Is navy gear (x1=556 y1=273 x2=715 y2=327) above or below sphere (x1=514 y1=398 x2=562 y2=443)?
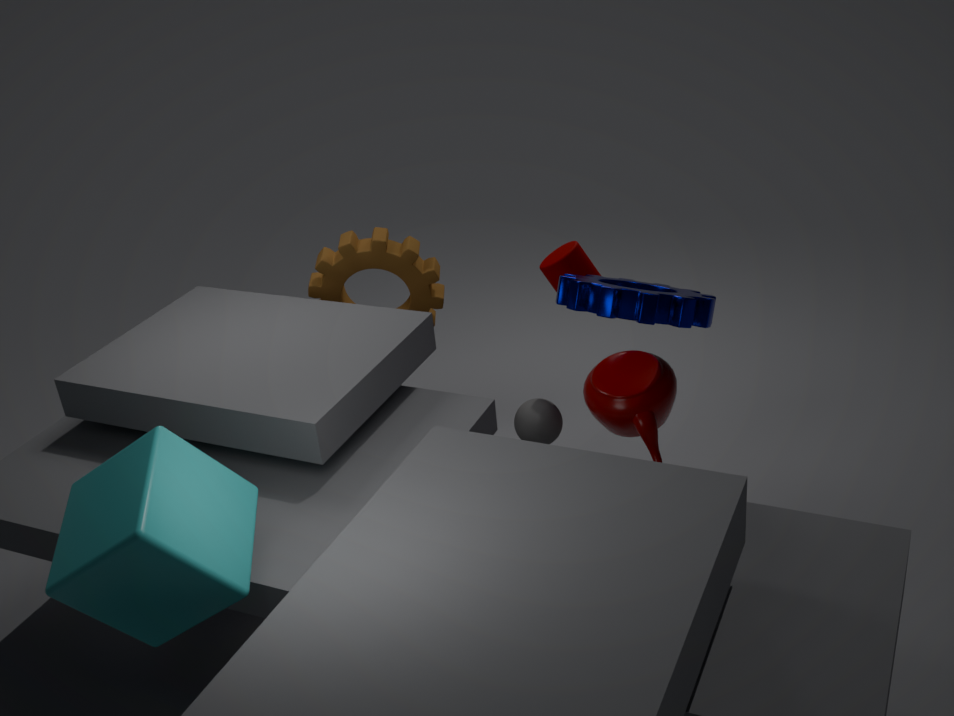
above
